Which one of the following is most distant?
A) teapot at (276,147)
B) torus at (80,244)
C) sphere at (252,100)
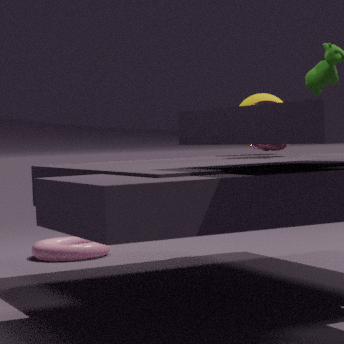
torus at (80,244)
